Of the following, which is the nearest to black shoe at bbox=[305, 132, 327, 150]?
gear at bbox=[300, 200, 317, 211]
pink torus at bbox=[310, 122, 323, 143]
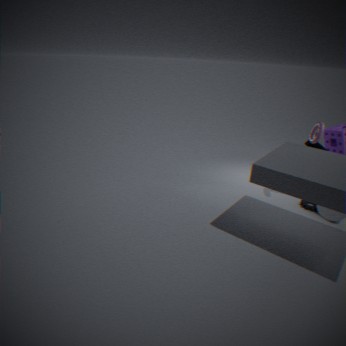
pink torus at bbox=[310, 122, 323, 143]
